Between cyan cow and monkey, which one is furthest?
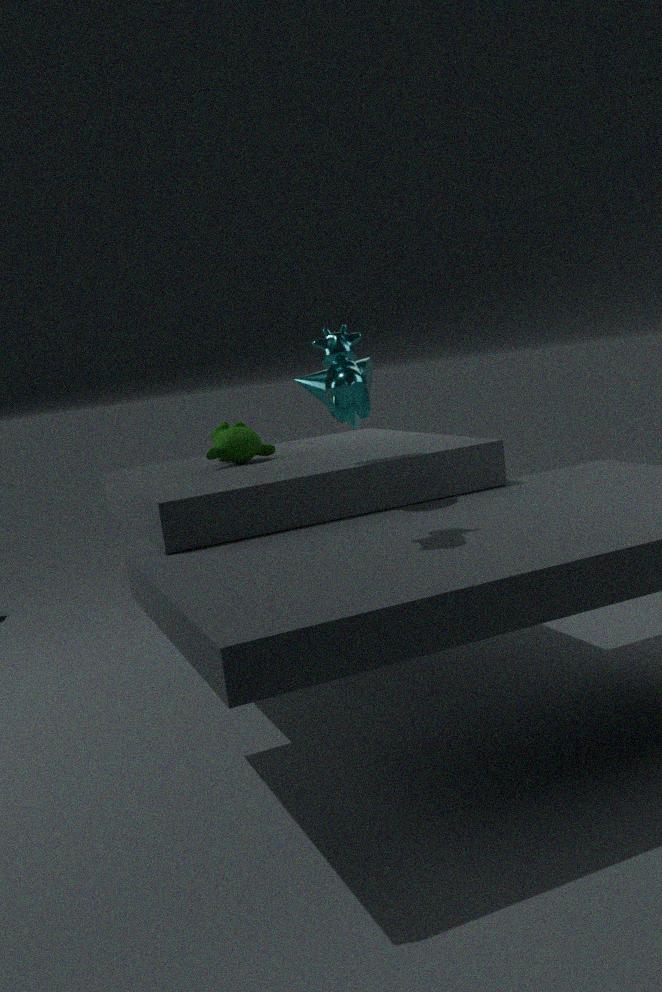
monkey
